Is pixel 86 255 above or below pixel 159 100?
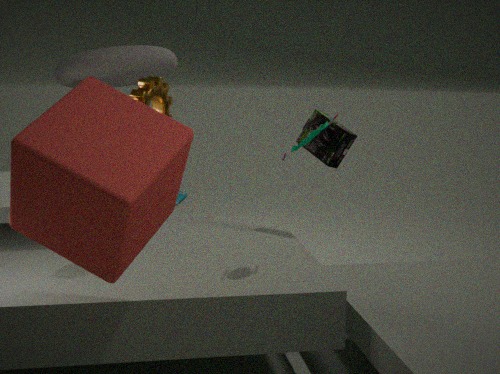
below
